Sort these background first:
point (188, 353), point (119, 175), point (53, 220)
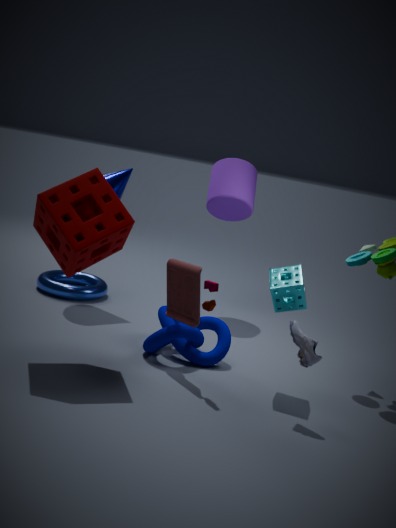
1. point (119, 175)
2. point (188, 353)
3. point (53, 220)
